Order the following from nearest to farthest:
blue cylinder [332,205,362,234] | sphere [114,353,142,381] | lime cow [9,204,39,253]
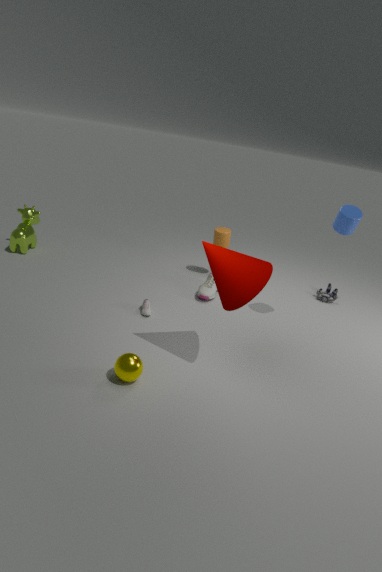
sphere [114,353,142,381] → blue cylinder [332,205,362,234] → lime cow [9,204,39,253]
